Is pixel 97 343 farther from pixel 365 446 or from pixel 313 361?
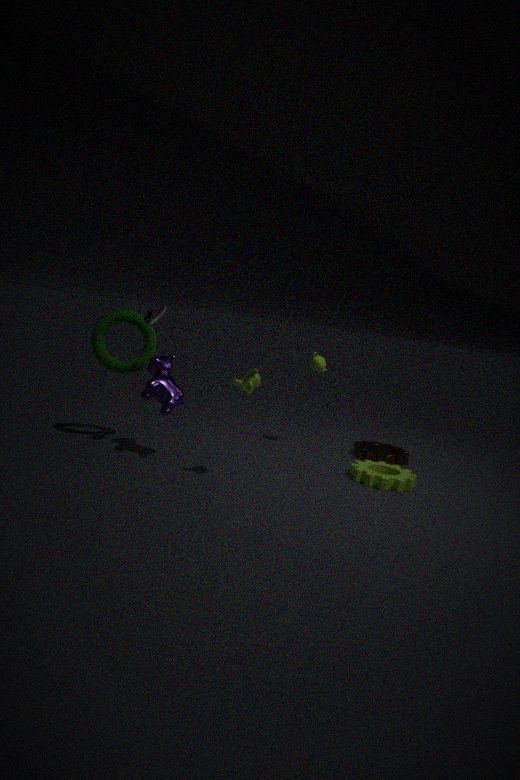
pixel 365 446
